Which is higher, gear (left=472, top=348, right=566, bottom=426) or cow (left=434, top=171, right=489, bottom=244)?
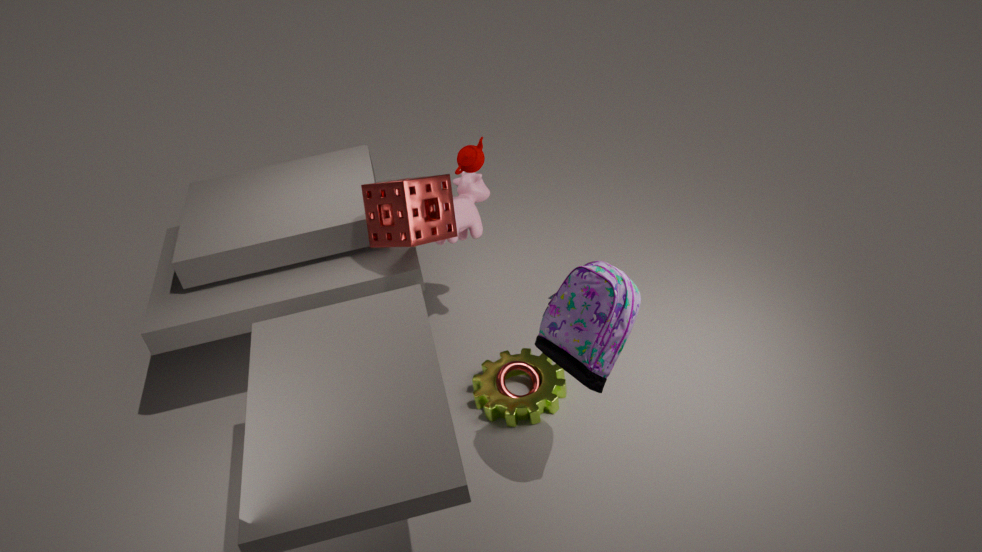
cow (left=434, top=171, right=489, bottom=244)
